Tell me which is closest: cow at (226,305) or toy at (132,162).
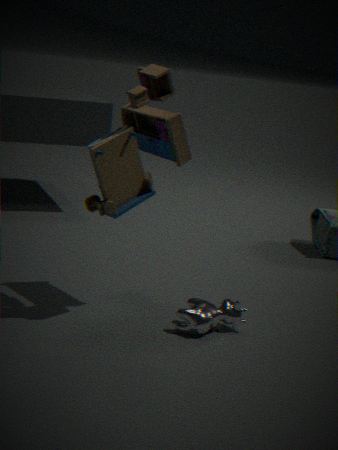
toy at (132,162)
